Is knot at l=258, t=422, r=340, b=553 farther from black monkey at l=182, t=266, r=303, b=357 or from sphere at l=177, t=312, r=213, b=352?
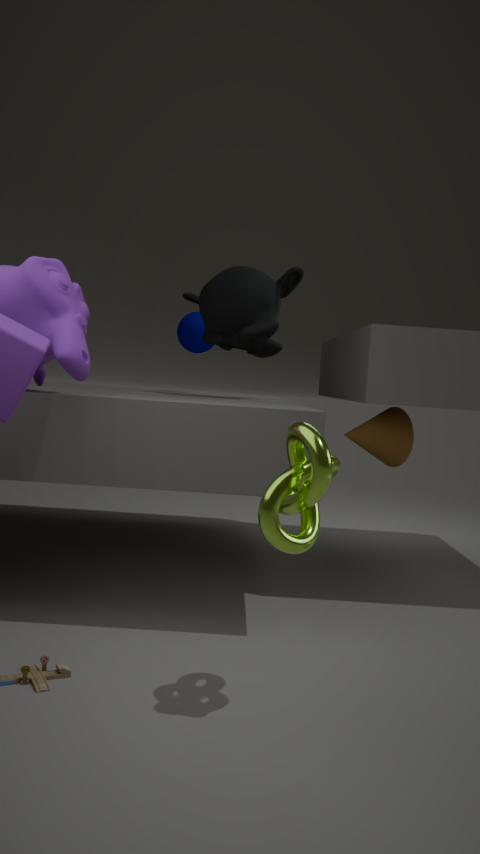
sphere at l=177, t=312, r=213, b=352
